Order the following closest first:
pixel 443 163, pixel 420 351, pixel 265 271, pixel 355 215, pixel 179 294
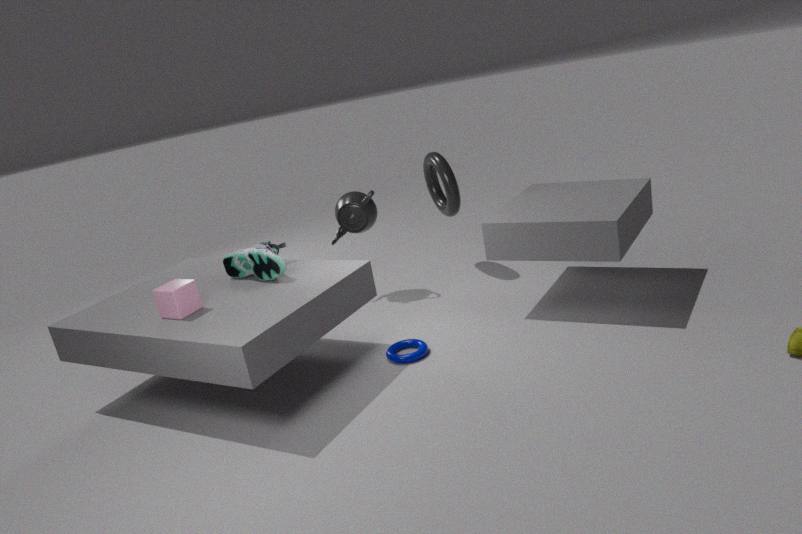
1. pixel 179 294
2. pixel 420 351
3. pixel 265 271
4. pixel 355 215
5. pixel 443 163
